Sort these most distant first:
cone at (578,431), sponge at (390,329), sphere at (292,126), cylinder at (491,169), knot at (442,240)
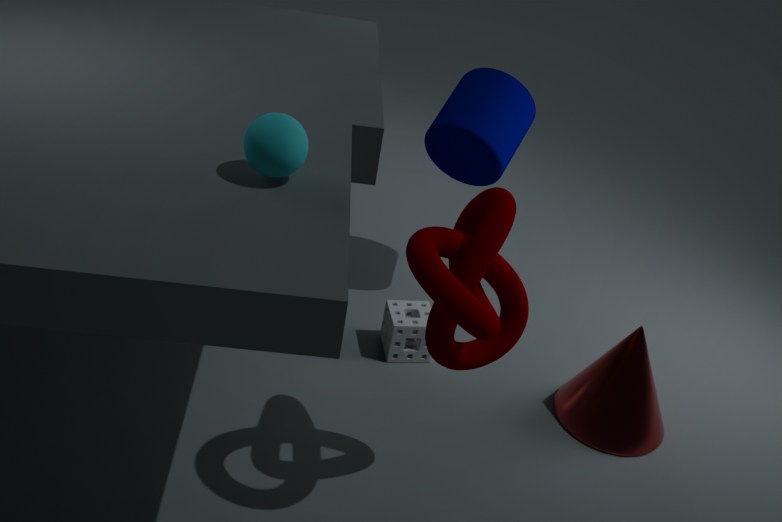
cylinder at (491,169) < sponge at (390,329) < cone at (578,431) < sphere at (292,126) < knot at (442,240)
